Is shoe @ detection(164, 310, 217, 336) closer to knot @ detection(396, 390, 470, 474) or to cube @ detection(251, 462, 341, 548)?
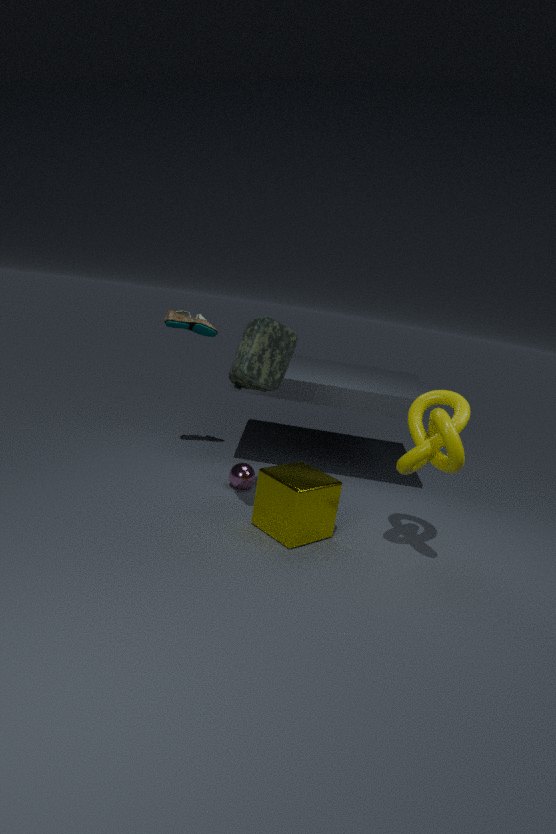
cube @ detection(251, 462, 341, 548)
